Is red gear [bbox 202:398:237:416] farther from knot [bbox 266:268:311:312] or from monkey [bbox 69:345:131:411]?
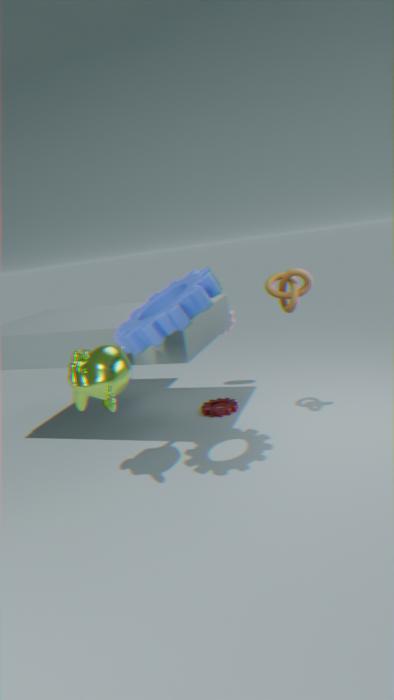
monkey [bbox 69:345:131:411]
